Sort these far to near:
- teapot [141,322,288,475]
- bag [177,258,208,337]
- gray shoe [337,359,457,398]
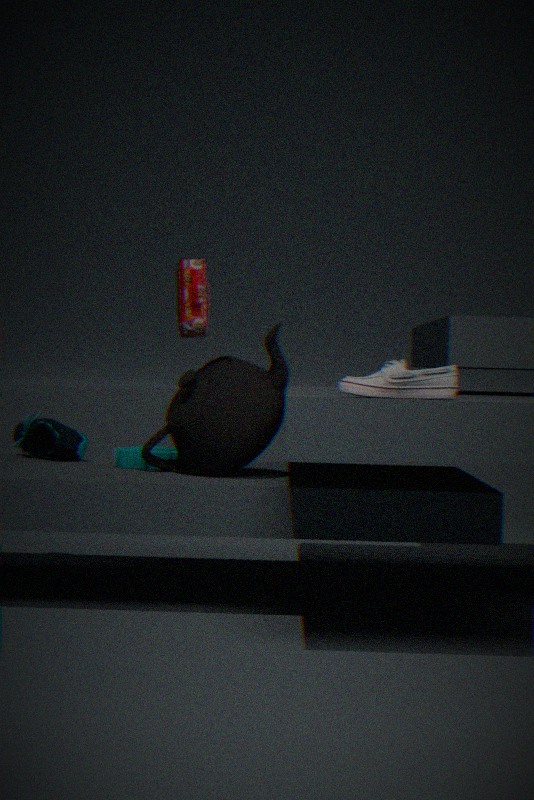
bag [177,258,208,337] → teapot [141,322,288,475] → gray shoe [337,359,457,398]
